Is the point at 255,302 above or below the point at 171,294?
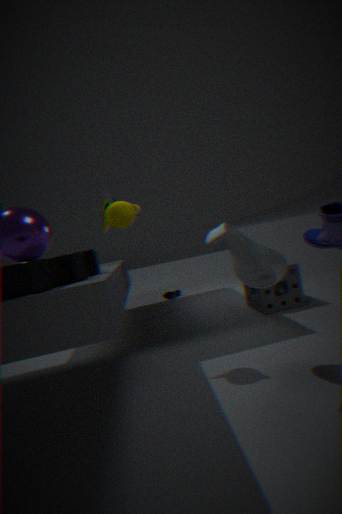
above
